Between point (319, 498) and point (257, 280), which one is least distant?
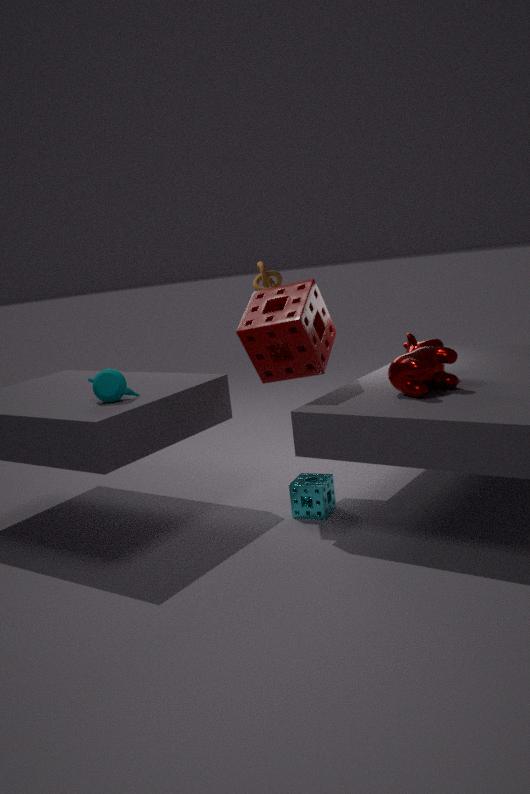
point (319, 498)
